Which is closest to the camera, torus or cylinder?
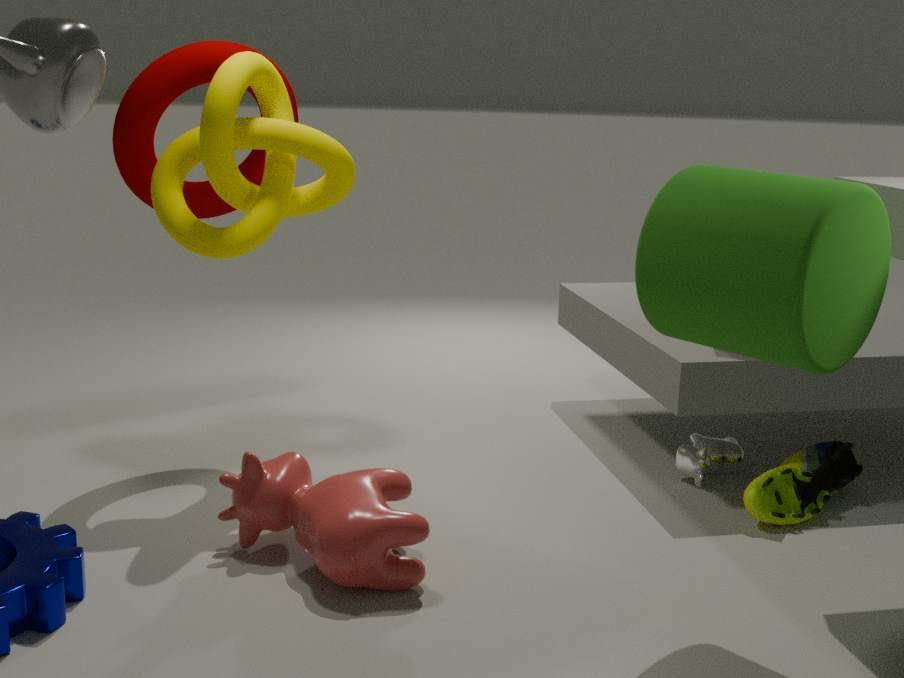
cylinder
